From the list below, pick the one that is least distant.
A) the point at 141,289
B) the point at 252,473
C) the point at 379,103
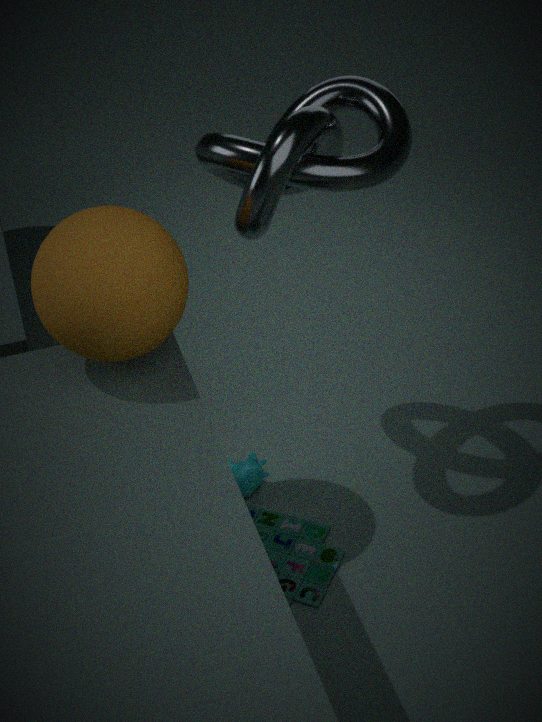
the point at 141,289
